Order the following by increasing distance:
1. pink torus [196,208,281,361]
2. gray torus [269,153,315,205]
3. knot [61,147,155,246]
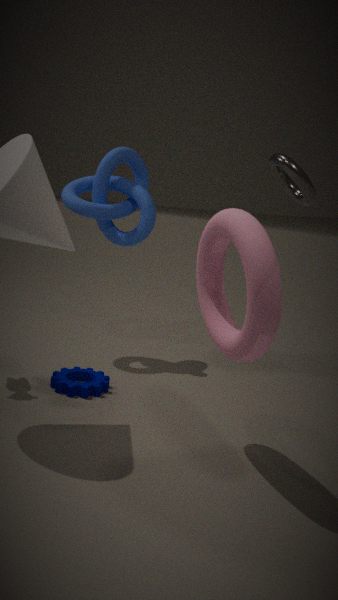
pink torus [196,208,281,361], gray torus [269,153,315,205], knot [61,147,155,246]
